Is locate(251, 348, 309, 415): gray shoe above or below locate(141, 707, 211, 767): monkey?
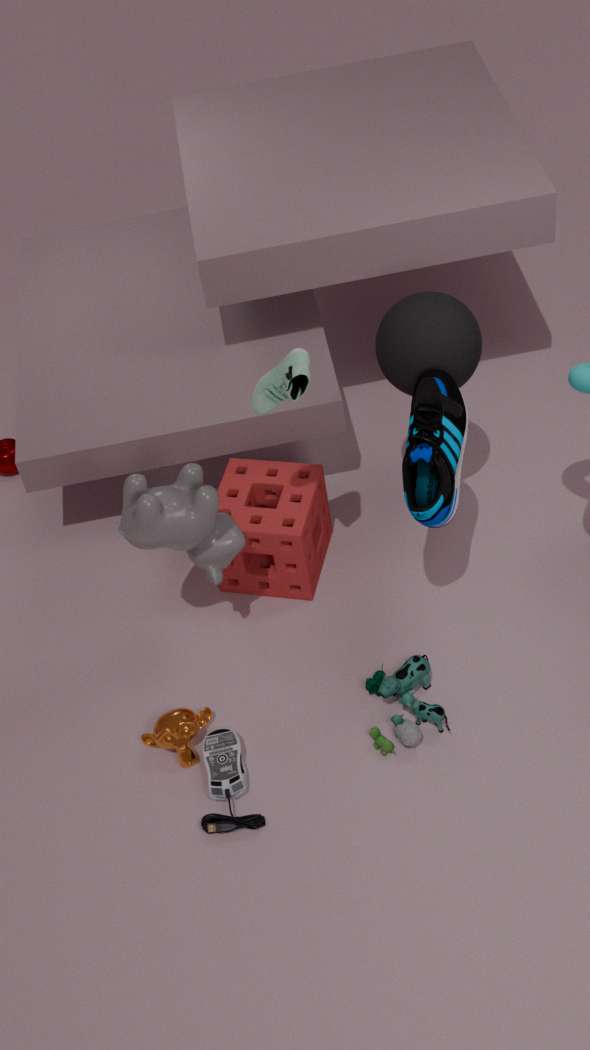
above
